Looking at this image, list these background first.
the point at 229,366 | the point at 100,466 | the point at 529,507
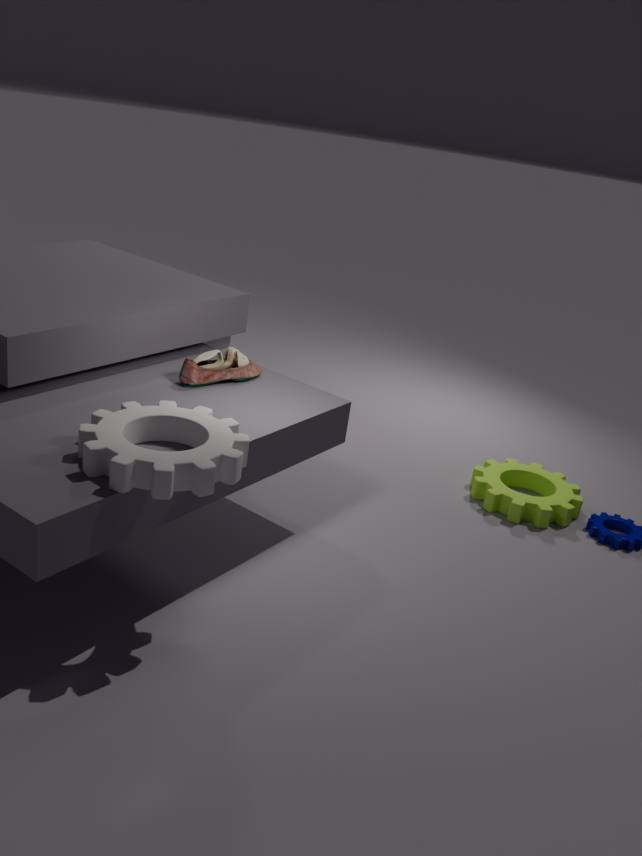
the point at 529,507
the point at 229,366
the point at 100,466
